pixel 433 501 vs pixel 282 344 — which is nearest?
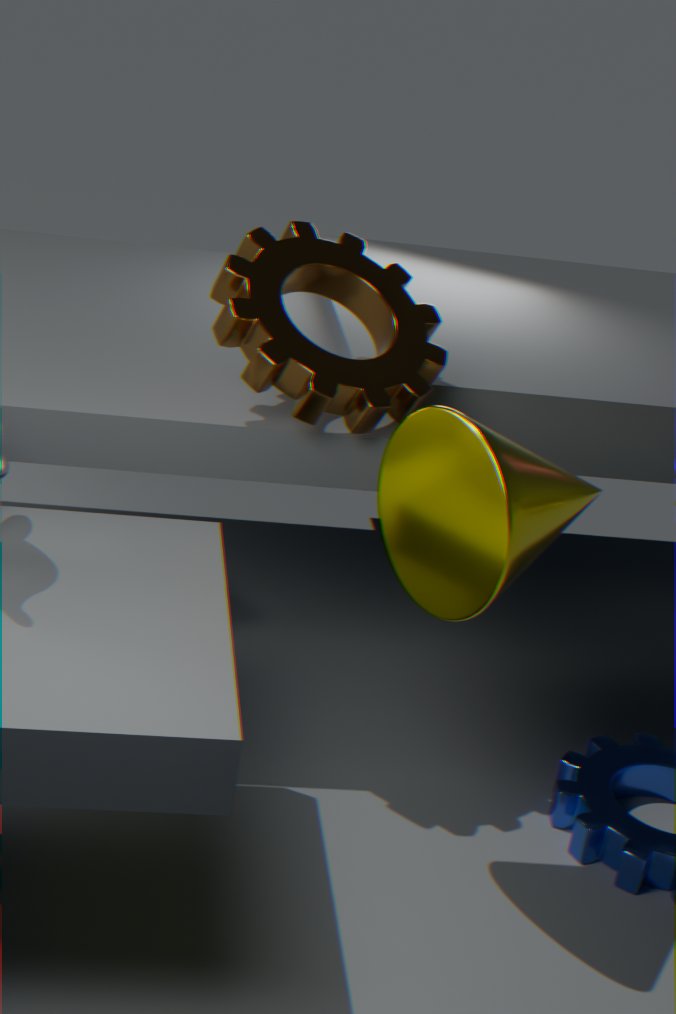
pixel 433 501
